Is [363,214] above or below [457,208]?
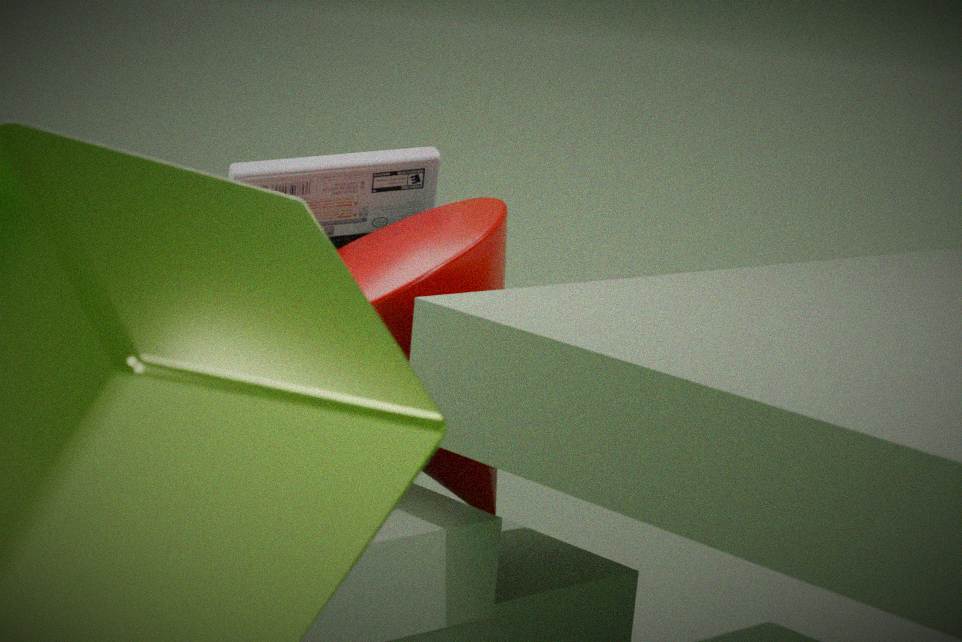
above
